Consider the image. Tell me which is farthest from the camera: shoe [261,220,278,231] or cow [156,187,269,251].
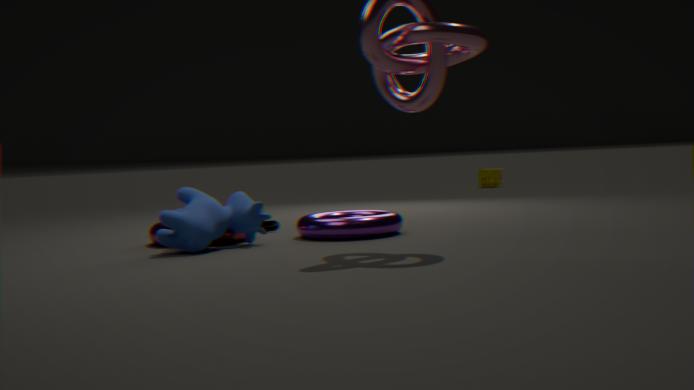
shoe [261,220,278,231]
